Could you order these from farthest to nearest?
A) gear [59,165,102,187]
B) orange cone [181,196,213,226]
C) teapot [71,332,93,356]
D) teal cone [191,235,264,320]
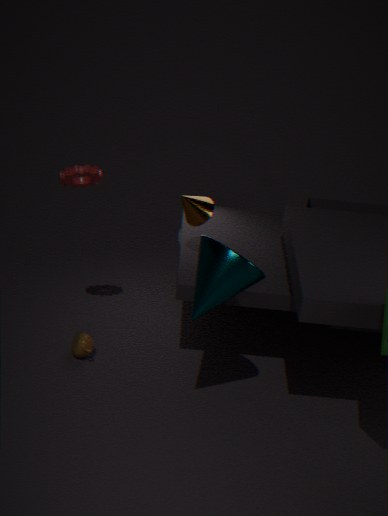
teapot [71,332,93,356] < orange cone [181,196,213,226] < gear [59,165,102,187] < teal cone [191,235,264,320]
